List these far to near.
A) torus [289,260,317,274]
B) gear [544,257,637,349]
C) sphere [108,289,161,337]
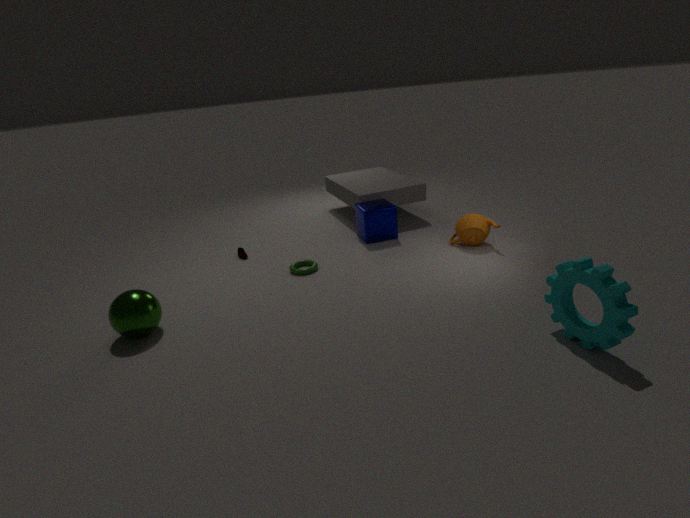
torus [289,260,317,274] < sphere [108,289,161,337] < gear [544,257,637,349]
